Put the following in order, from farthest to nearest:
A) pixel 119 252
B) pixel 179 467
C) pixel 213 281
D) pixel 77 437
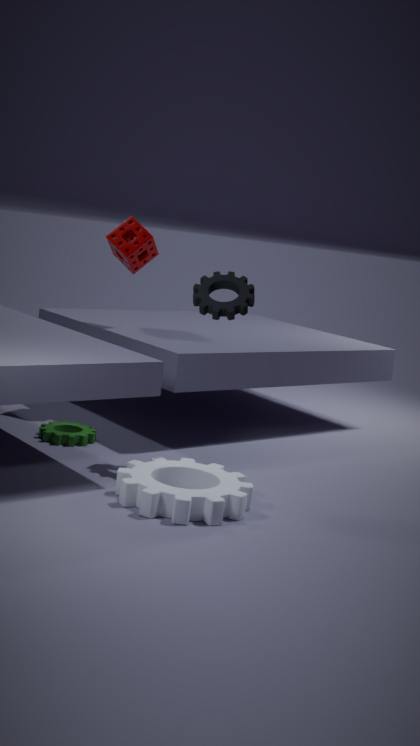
pixel 119 252 < pixel 77 437 < pixel 213 281 < pixel 179 467
